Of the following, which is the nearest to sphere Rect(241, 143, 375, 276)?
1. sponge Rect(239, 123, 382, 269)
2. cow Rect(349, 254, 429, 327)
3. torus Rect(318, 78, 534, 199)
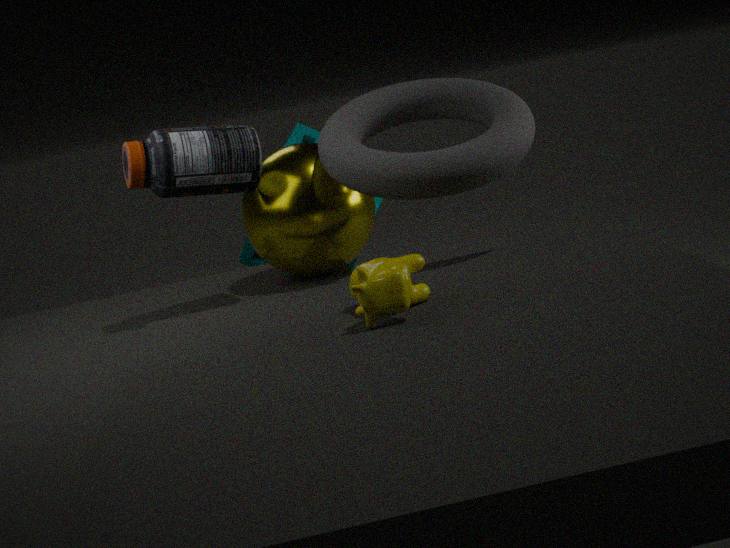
torus Rect(318, 78, 534, 199)
